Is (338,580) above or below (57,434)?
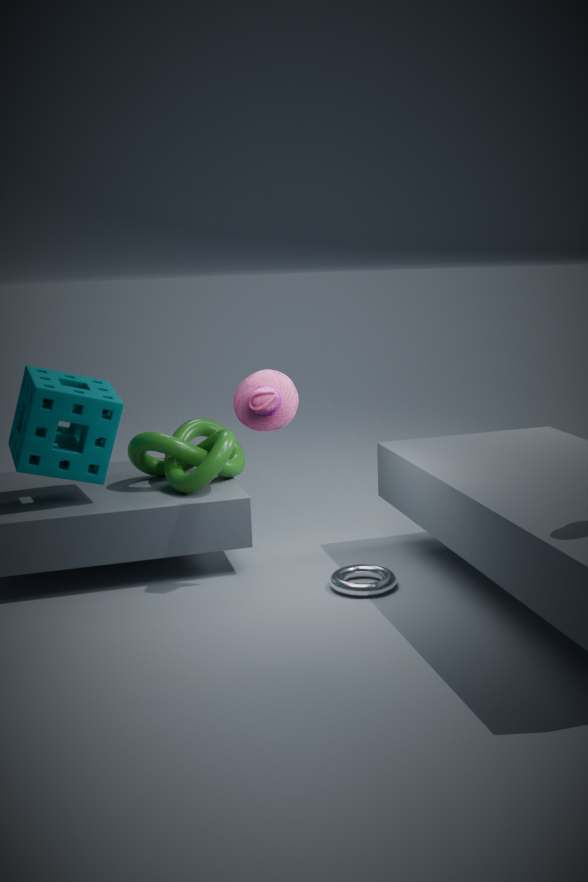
below
